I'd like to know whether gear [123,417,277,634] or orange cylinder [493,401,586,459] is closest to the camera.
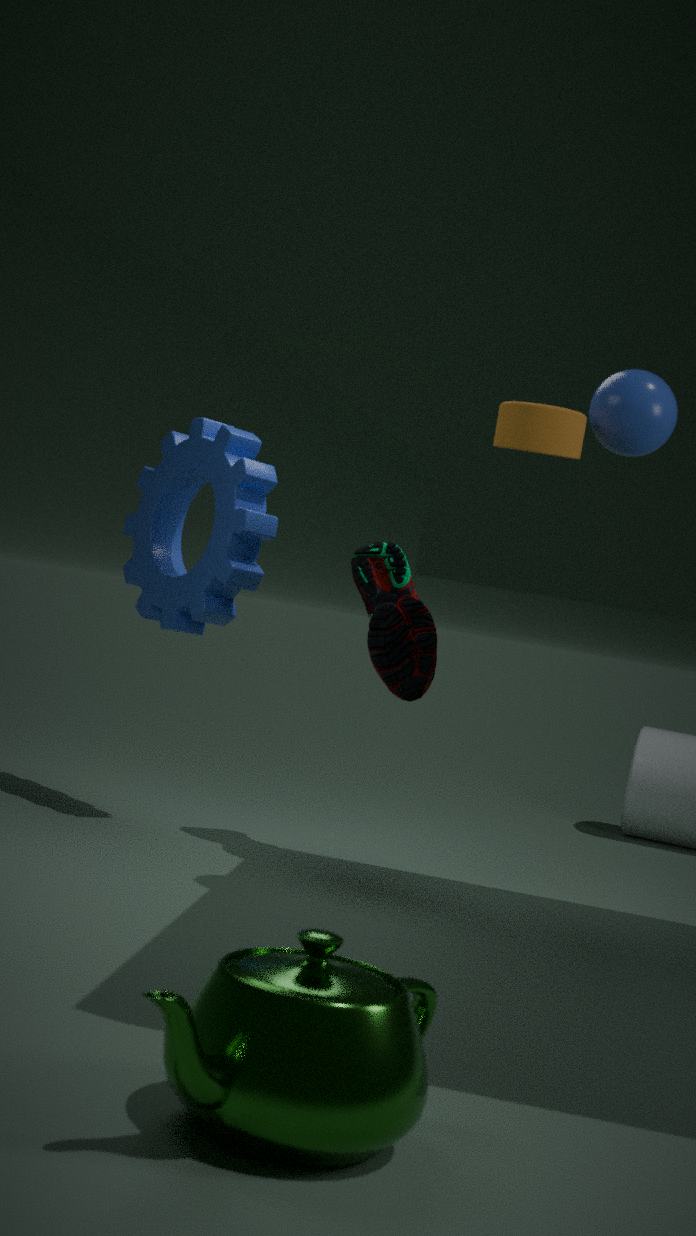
orange cylinder [493,401,586,459]
